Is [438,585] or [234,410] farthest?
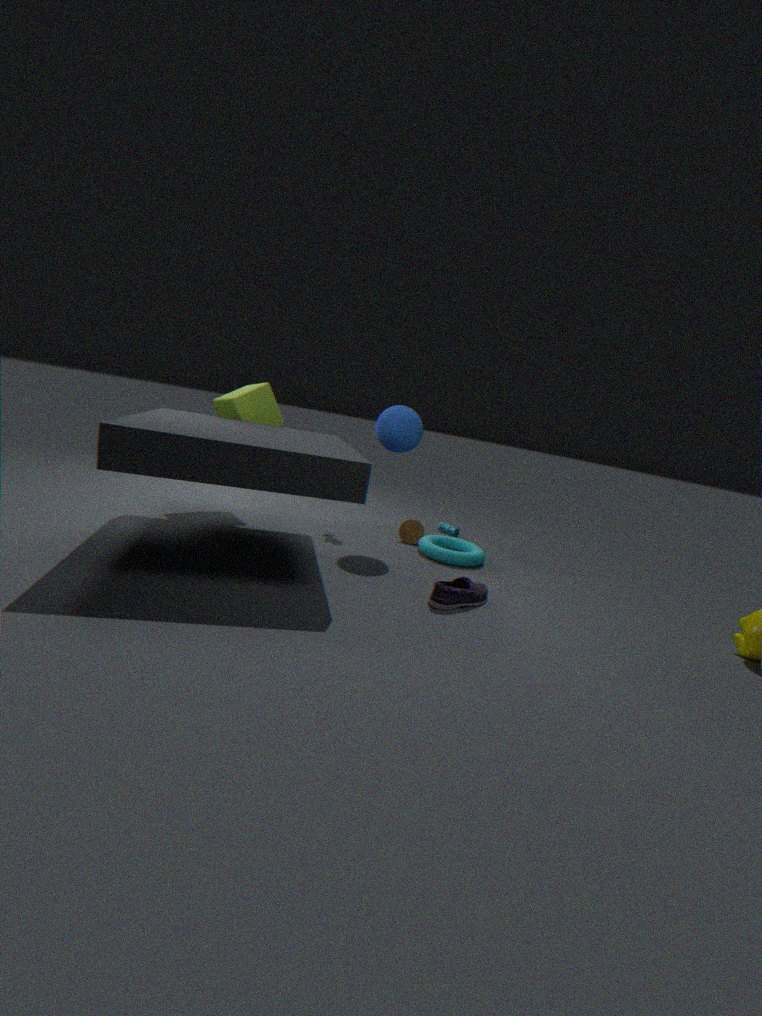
[234,410]
